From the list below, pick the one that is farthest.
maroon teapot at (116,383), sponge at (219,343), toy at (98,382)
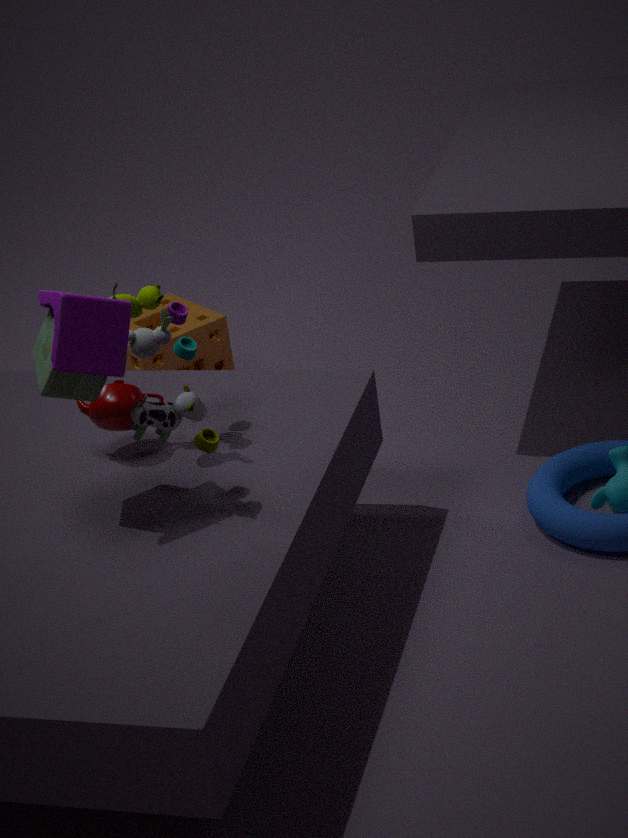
sponge at (219,343)
